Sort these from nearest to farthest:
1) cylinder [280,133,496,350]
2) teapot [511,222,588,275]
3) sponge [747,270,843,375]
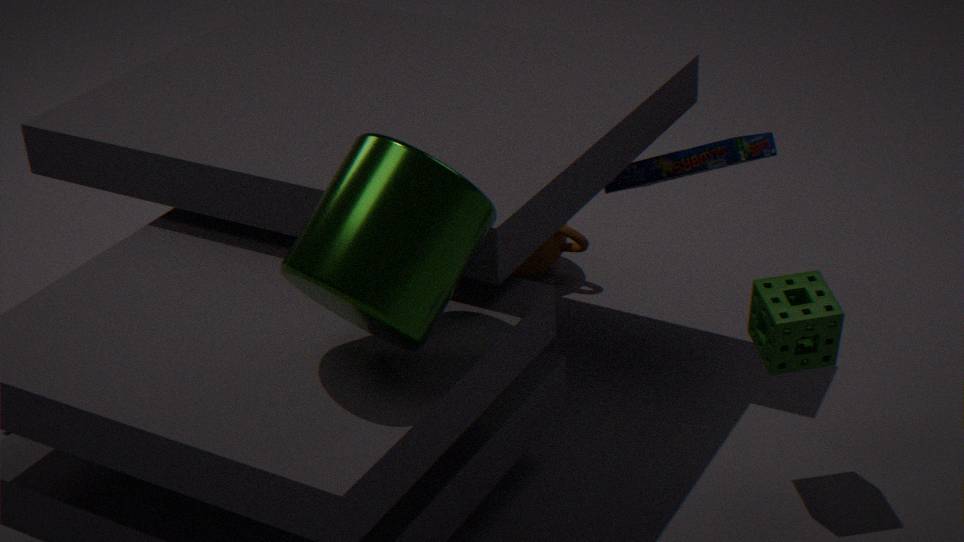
1. cylinder [280,133,496,350]
3. sponge [747,270,843,375]
2. teapot [511,222,588,275]
